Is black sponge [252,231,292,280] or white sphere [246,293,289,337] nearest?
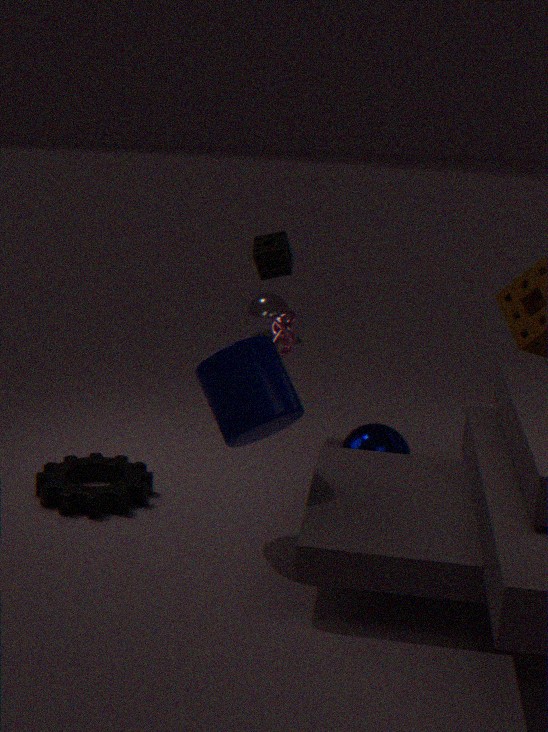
black sponge [252,231,292,280]
